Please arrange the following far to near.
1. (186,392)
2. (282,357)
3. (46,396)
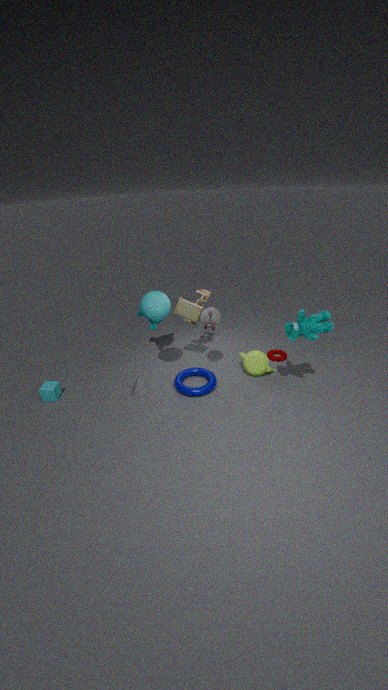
(282,357) → (46,396) → (186,392)
